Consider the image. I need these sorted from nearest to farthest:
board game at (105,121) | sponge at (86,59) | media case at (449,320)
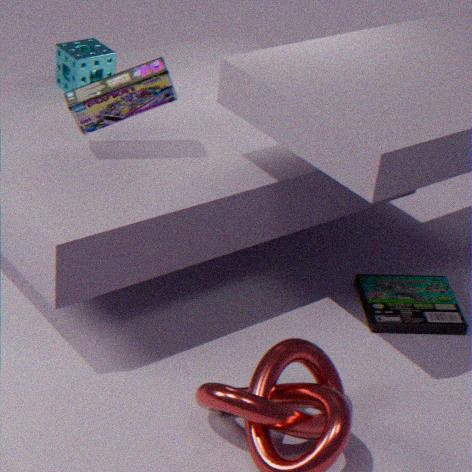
board game at (105,121)
media case at (449,320)
sponge at (86,59)
